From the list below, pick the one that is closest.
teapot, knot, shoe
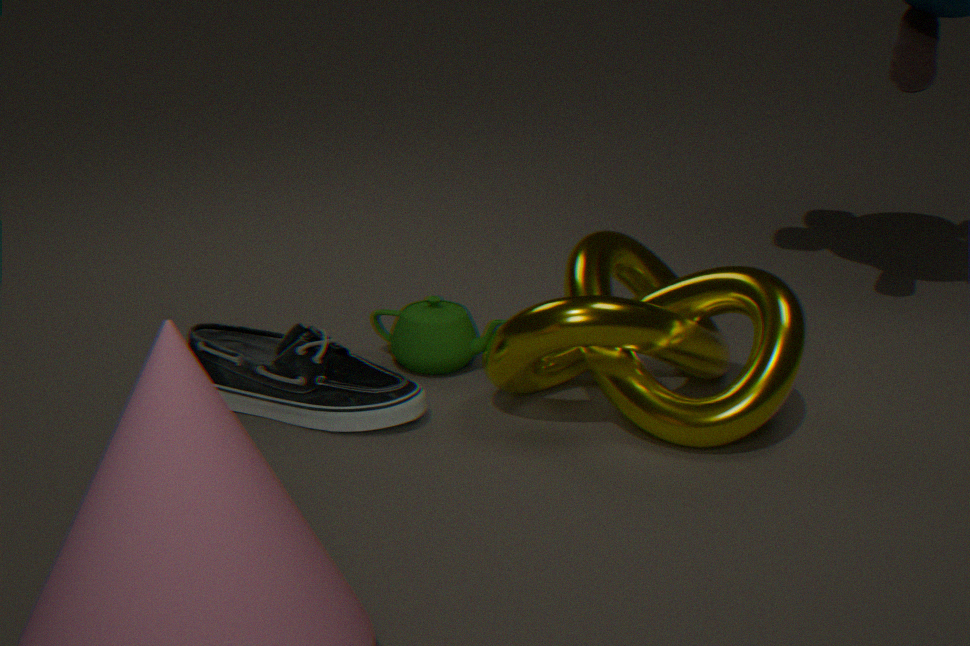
knot
